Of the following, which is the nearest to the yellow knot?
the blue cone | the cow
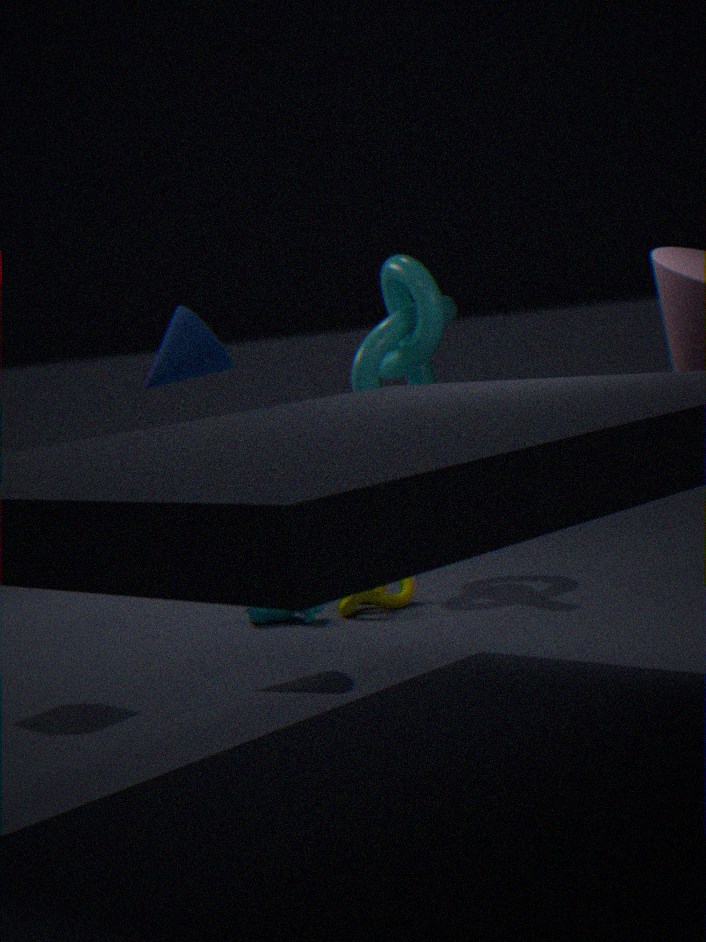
the cow
